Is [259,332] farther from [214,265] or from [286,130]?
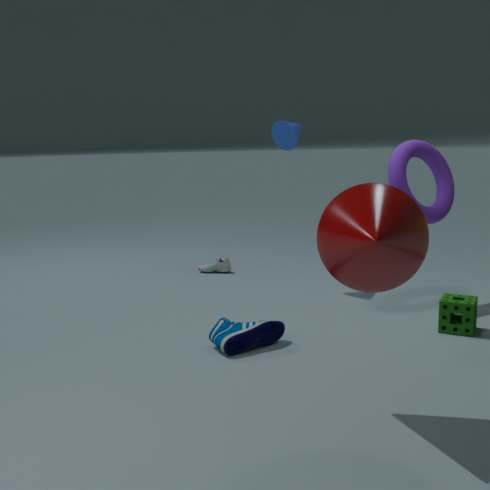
[214,265]
